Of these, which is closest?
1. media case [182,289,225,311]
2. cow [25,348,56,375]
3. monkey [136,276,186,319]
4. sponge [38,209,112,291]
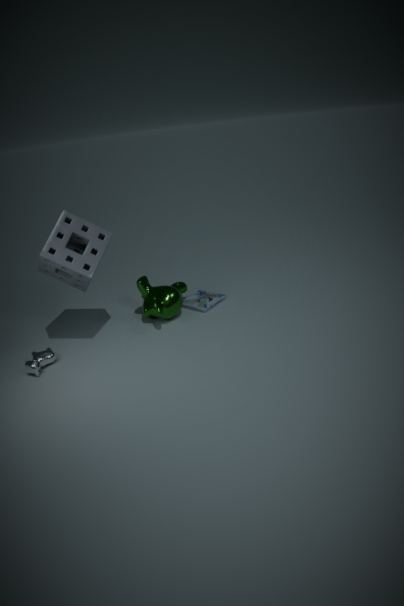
sponge [38,209,112,291]
